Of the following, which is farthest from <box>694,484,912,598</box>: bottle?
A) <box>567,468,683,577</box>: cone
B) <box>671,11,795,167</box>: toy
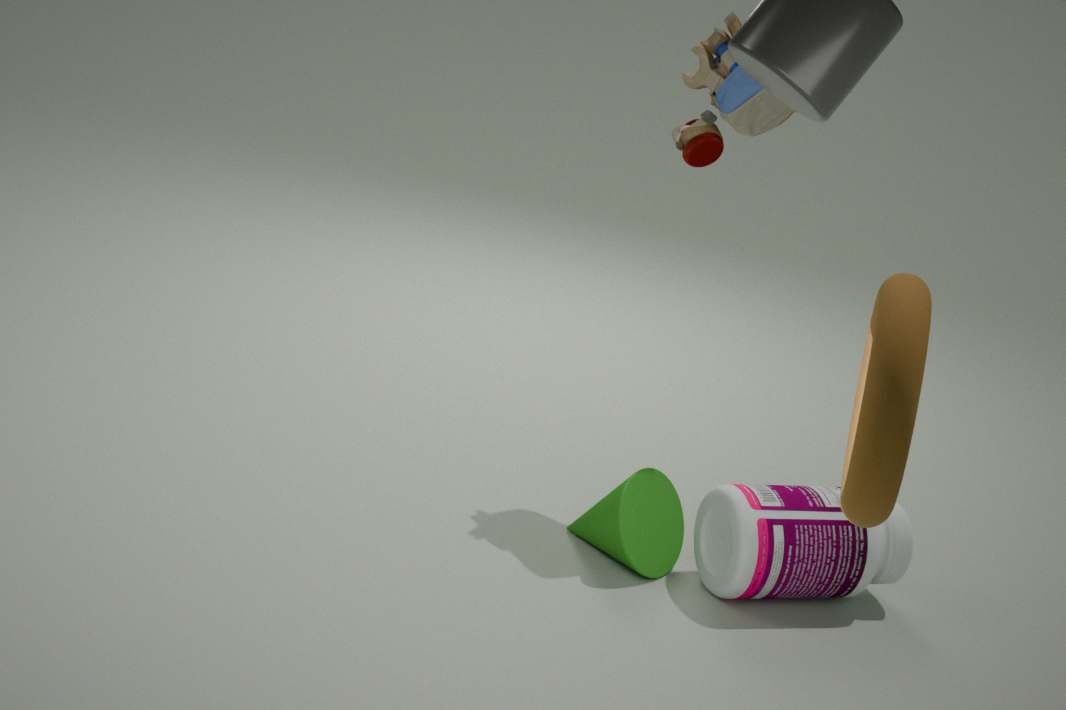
<box>671,11,795,167</box>: toy
